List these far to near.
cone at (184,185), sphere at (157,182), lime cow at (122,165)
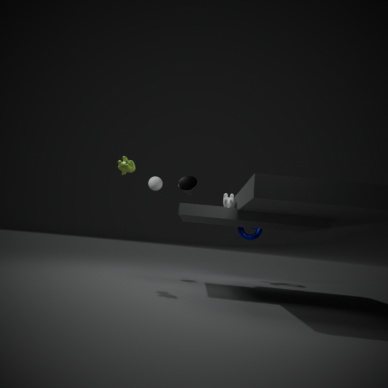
sphere at (157,182), cone at (184,185), lime cow at (122,165)
